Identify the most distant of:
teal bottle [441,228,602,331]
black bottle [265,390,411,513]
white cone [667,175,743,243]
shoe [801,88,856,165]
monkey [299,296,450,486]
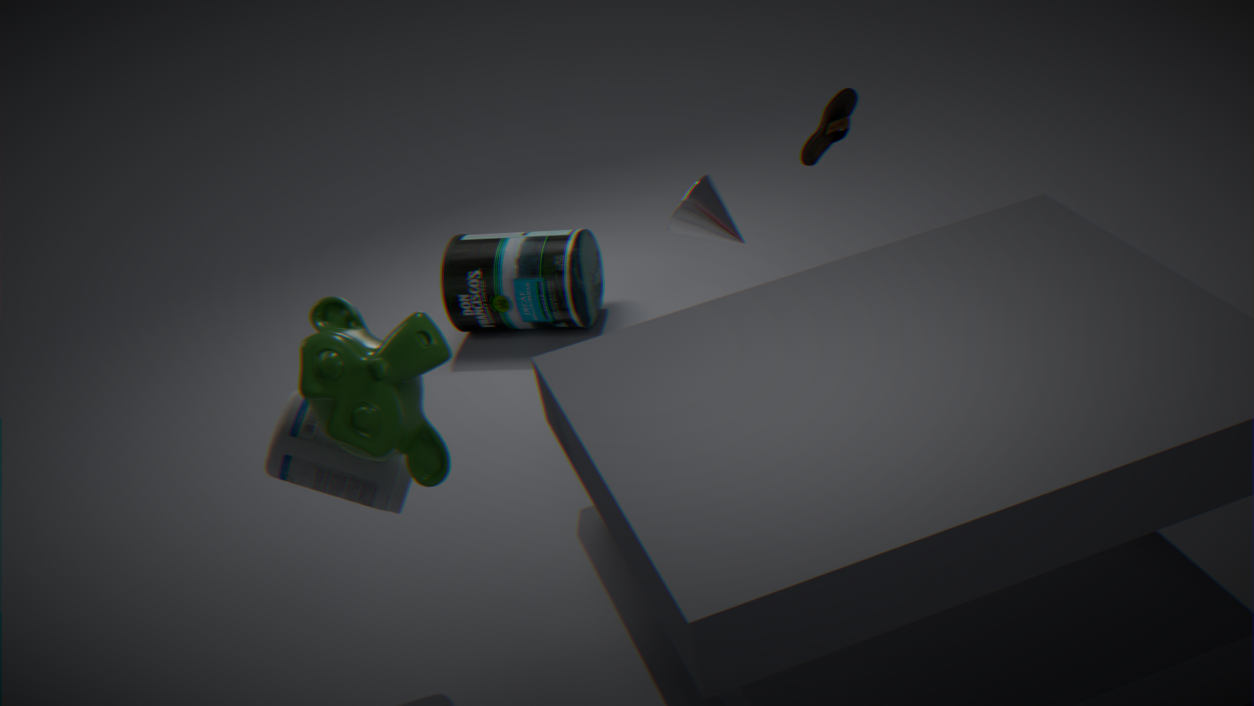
teal bottle [441,228,602,331]
